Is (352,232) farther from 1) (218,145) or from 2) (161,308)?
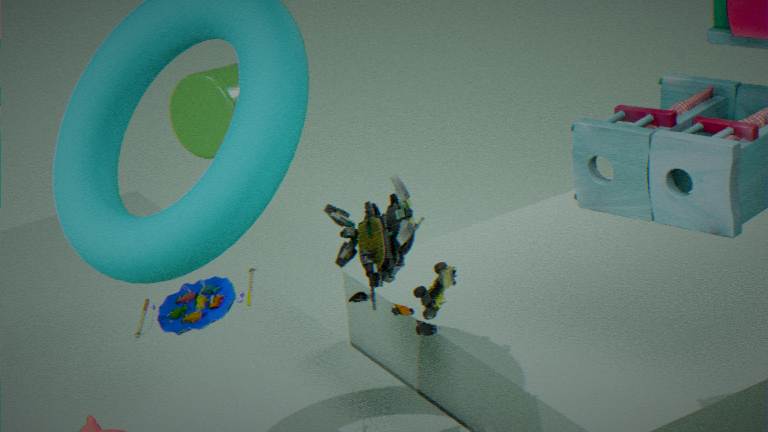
1) (218,145)
